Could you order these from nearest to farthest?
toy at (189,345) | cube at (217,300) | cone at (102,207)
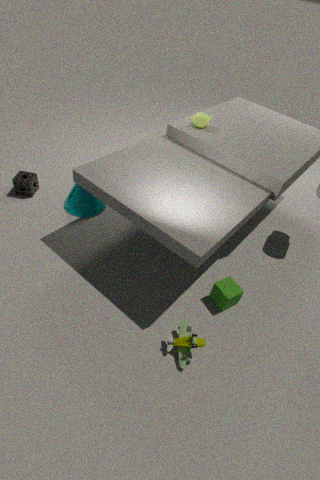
toy at (189,345)
cube at (217,300)
cone at (102,207)
